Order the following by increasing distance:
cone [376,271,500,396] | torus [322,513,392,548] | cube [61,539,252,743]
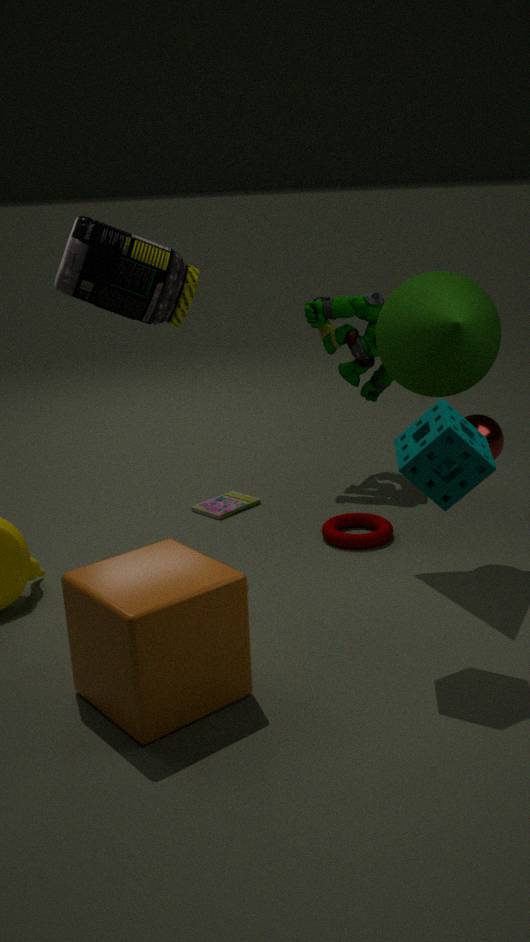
cube [61,539,252,743] < cone [376,271,500,396] < torus [322,513,392,548]
